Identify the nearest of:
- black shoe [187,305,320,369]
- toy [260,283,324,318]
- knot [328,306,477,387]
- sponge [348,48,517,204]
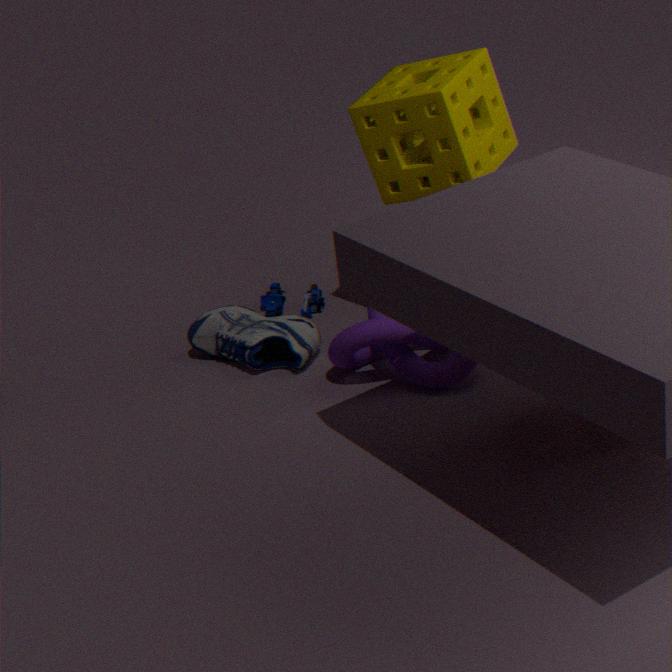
sponge [348,48,517,204]
